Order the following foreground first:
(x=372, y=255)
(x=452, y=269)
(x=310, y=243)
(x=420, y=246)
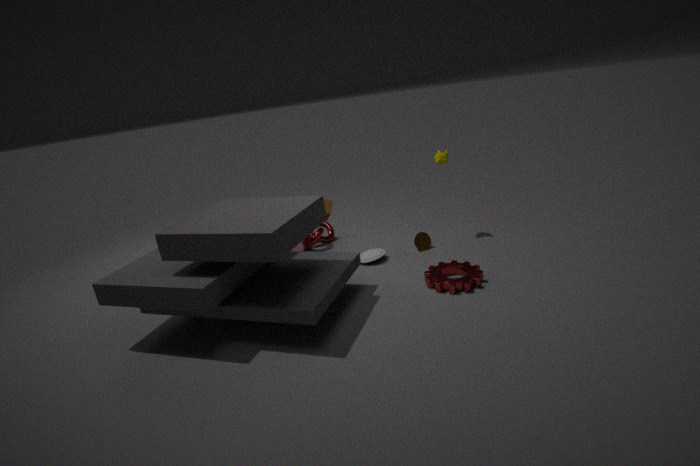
(x=452, y=269)
(x=372, y=255)
(x=420, y=246)
(x=310, y=243)
